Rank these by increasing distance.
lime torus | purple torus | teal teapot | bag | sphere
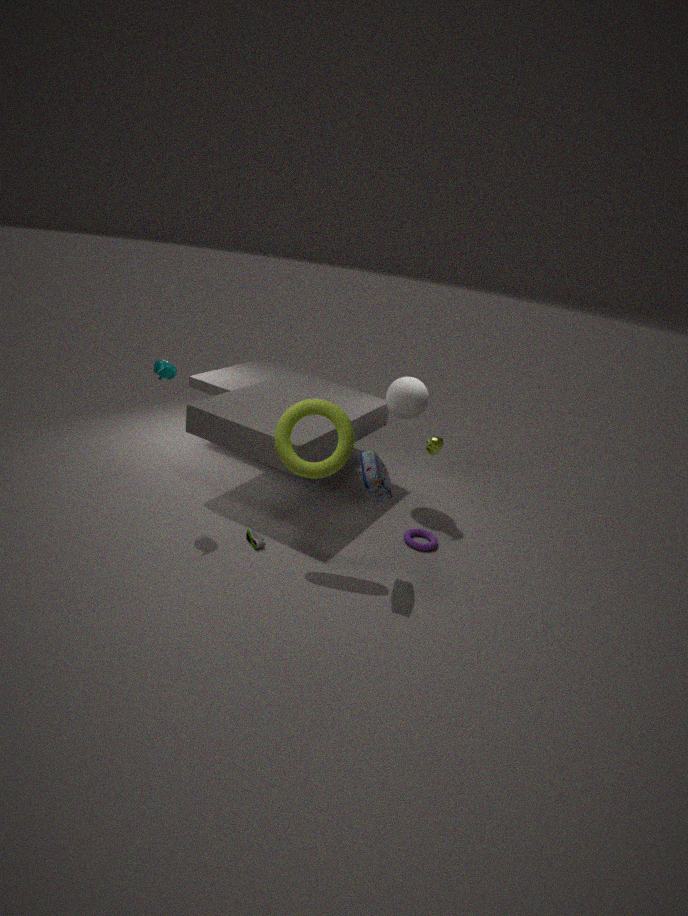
bag
lime torus
teal teapot
purple torus
sphere
